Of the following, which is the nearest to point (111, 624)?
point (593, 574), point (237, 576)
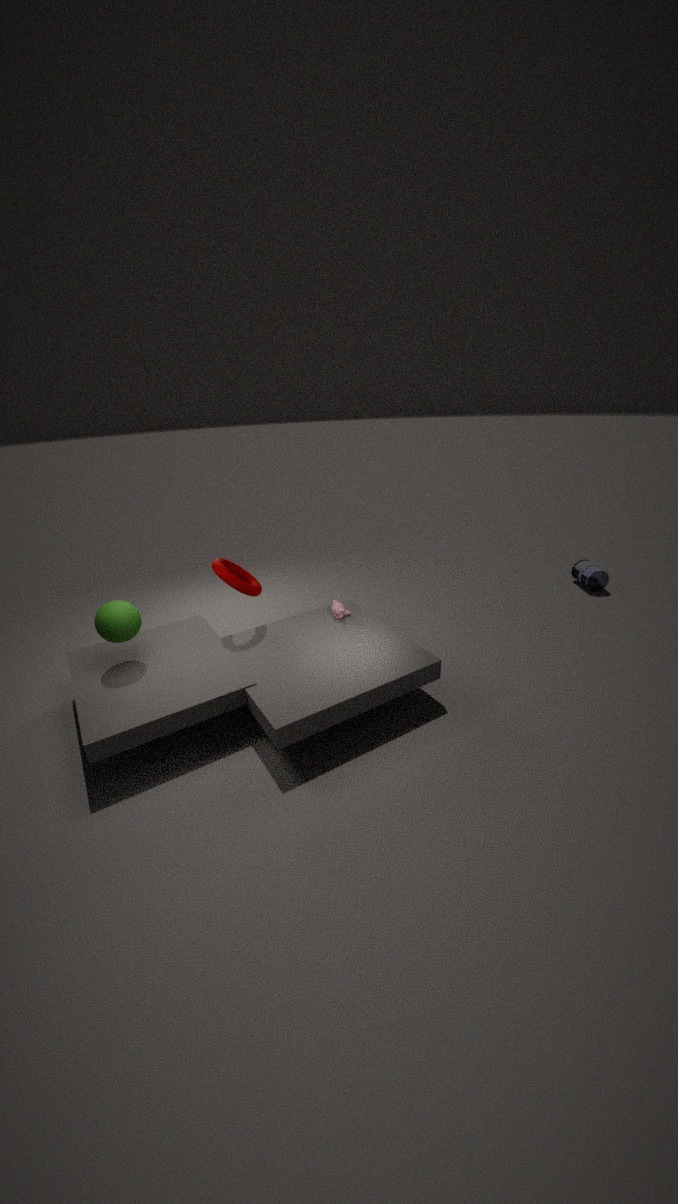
point (237, 576)
